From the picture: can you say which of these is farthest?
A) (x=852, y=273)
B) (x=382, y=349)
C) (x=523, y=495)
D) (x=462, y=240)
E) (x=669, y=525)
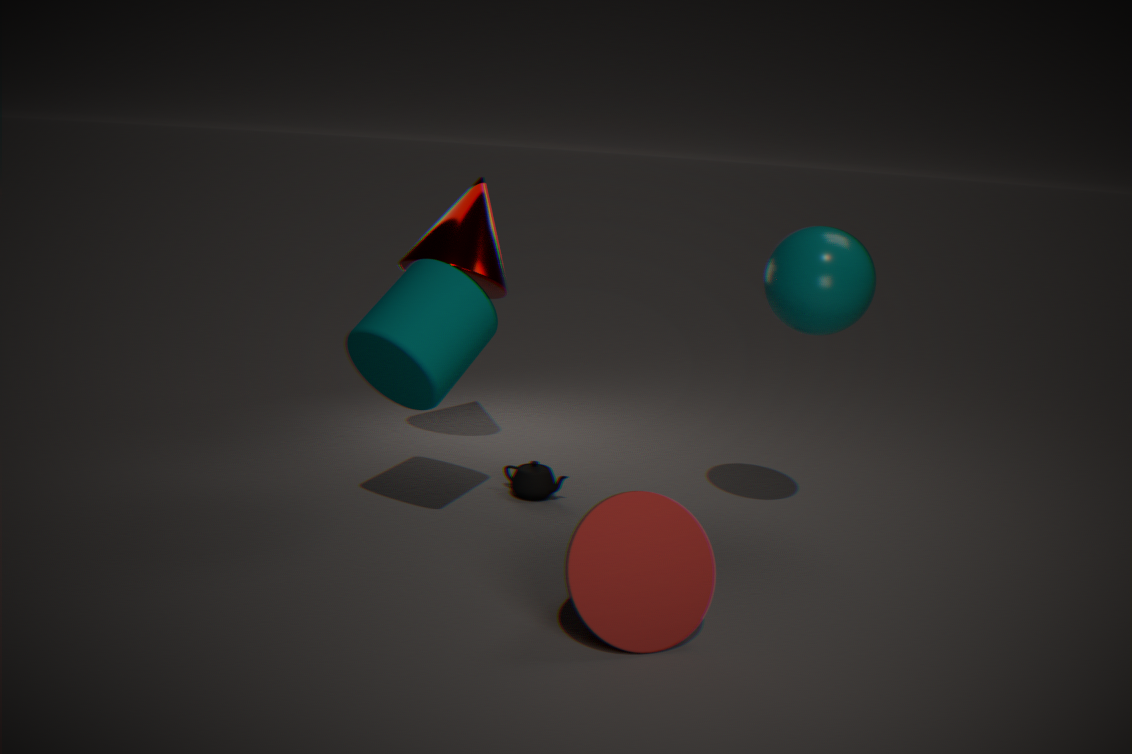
(x=462, y=240)
